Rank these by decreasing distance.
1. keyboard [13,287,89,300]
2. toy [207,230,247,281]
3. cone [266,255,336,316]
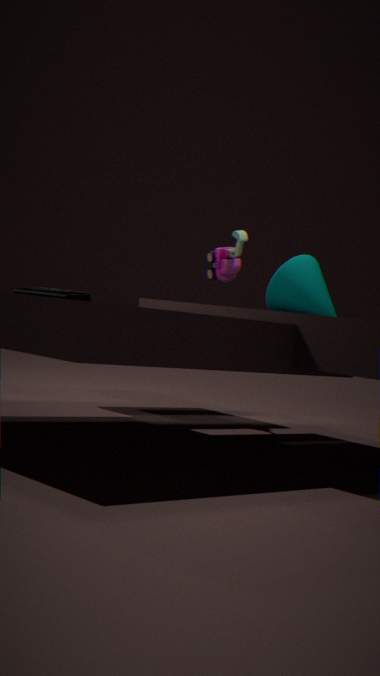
1. toy [207,230,247,281]
2. cone [266,255,336,316]
3. keyboard [13,287,89,300]
